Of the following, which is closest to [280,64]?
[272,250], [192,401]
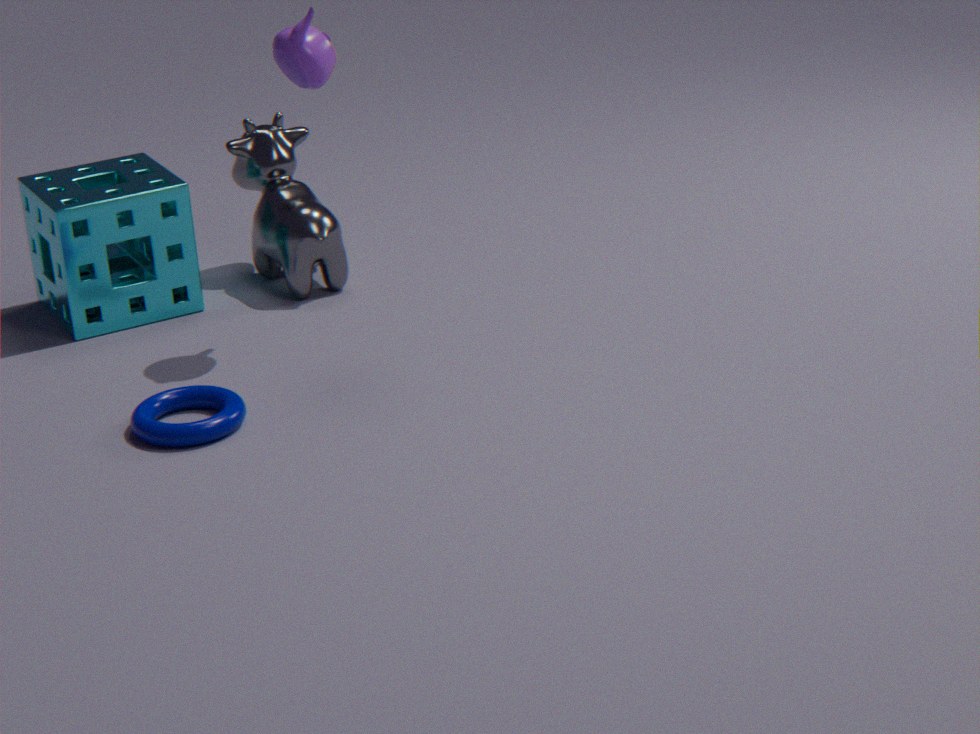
[272,250]
